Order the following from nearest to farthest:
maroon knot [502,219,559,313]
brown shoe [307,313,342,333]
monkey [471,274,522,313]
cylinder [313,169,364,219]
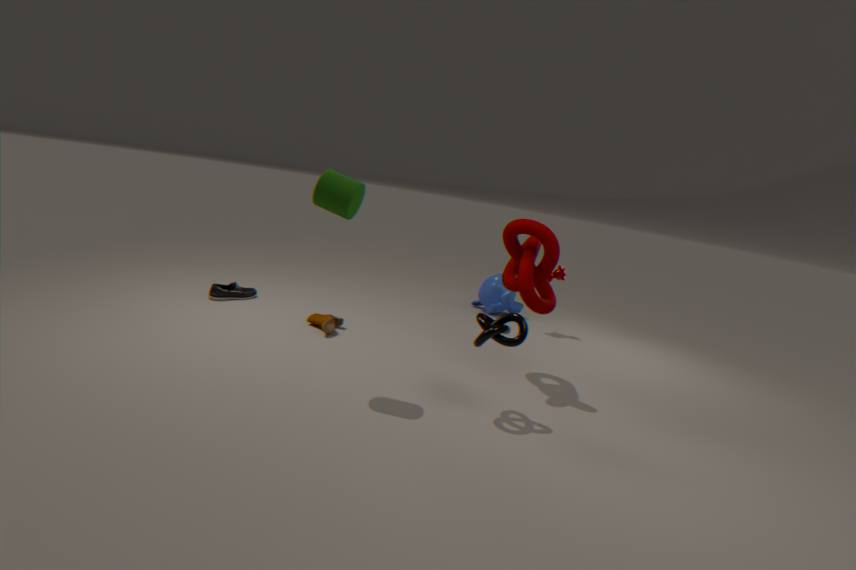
cylinder [313,169,364,219] < maroon knot [502,219,559,313] < brown shoe [307,313,342,333] < monkey [471,274,522,313]
